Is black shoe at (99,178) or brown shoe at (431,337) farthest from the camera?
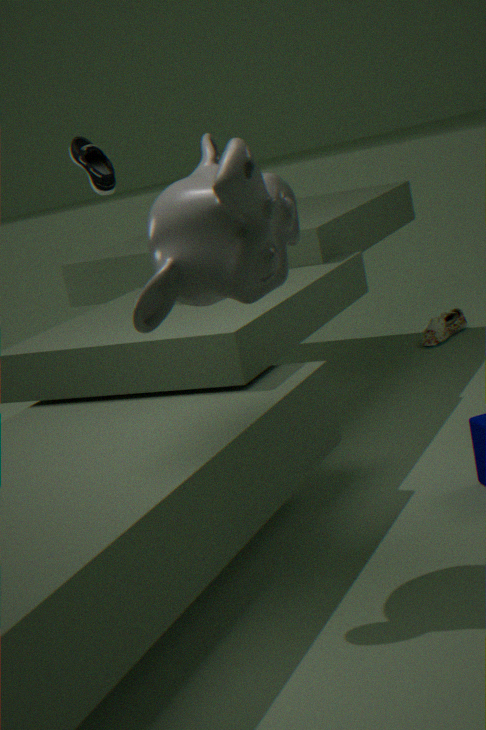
brown shoe at (431,337)
